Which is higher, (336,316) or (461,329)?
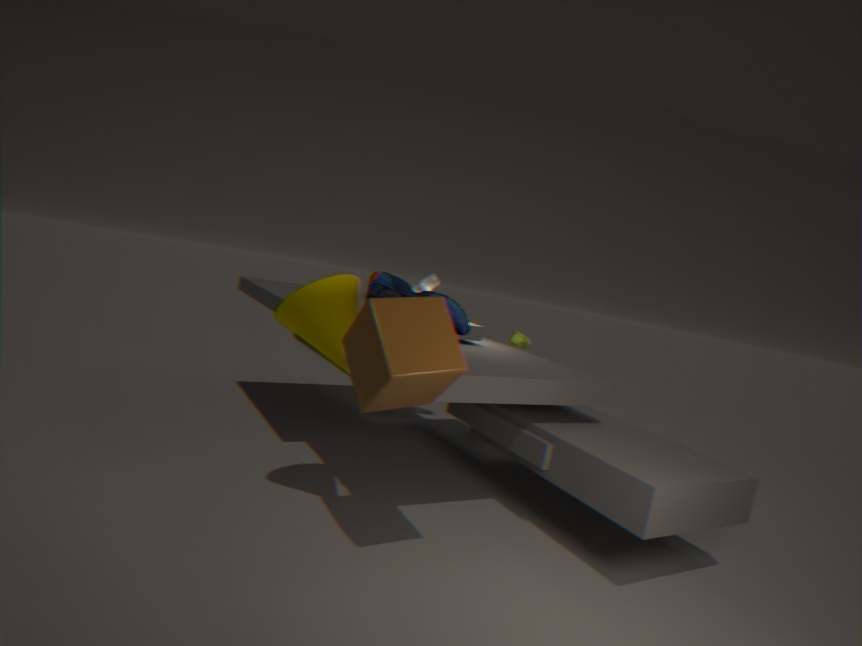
(461,329)
